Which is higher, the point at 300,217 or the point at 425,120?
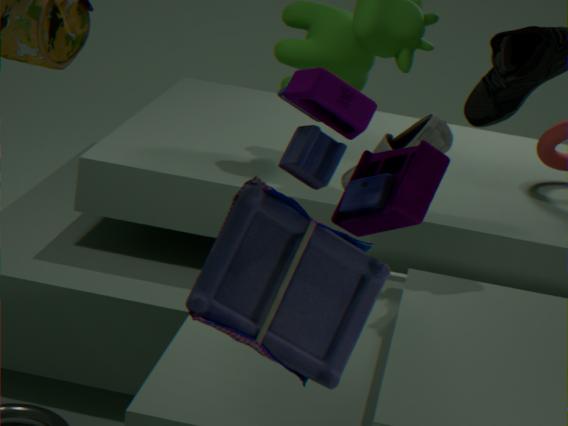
the point at 300,217
